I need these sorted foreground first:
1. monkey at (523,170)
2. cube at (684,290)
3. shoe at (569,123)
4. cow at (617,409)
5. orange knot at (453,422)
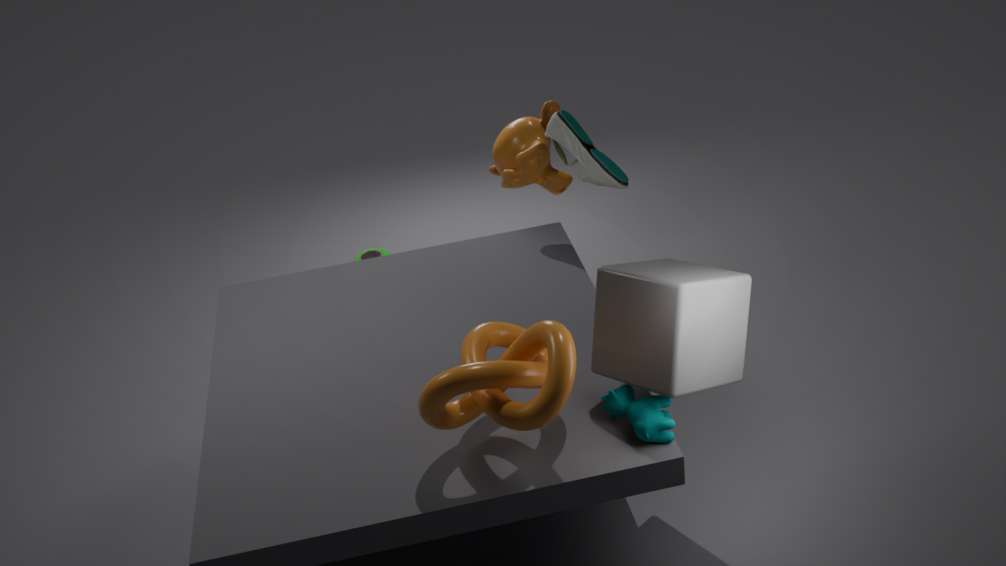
1. orange knot at (453,422)
2. cube at (684,290)
3. cow at (617,409)
4. shoe at (569,123)
5. monkey at (523,170)
